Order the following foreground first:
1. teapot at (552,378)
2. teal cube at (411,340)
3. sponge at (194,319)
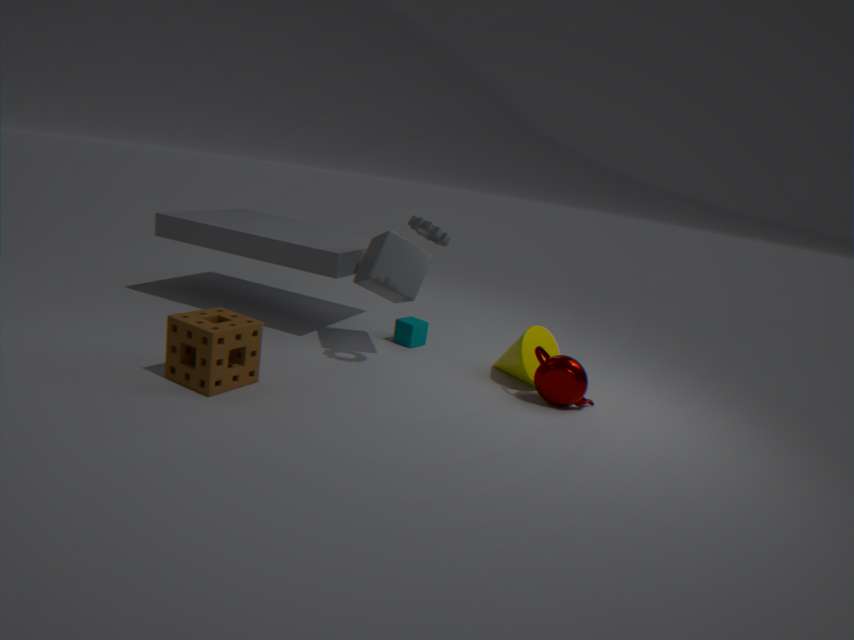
sponge at (194,319) < teapot at (552,378) < teal cube at (411,340)
